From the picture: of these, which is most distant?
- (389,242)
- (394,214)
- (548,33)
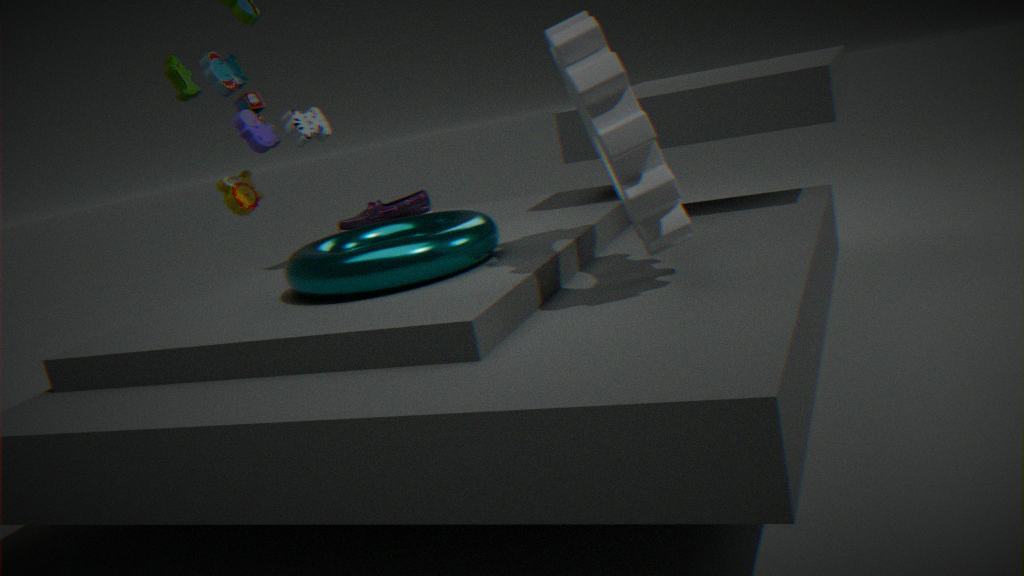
(394,214)
